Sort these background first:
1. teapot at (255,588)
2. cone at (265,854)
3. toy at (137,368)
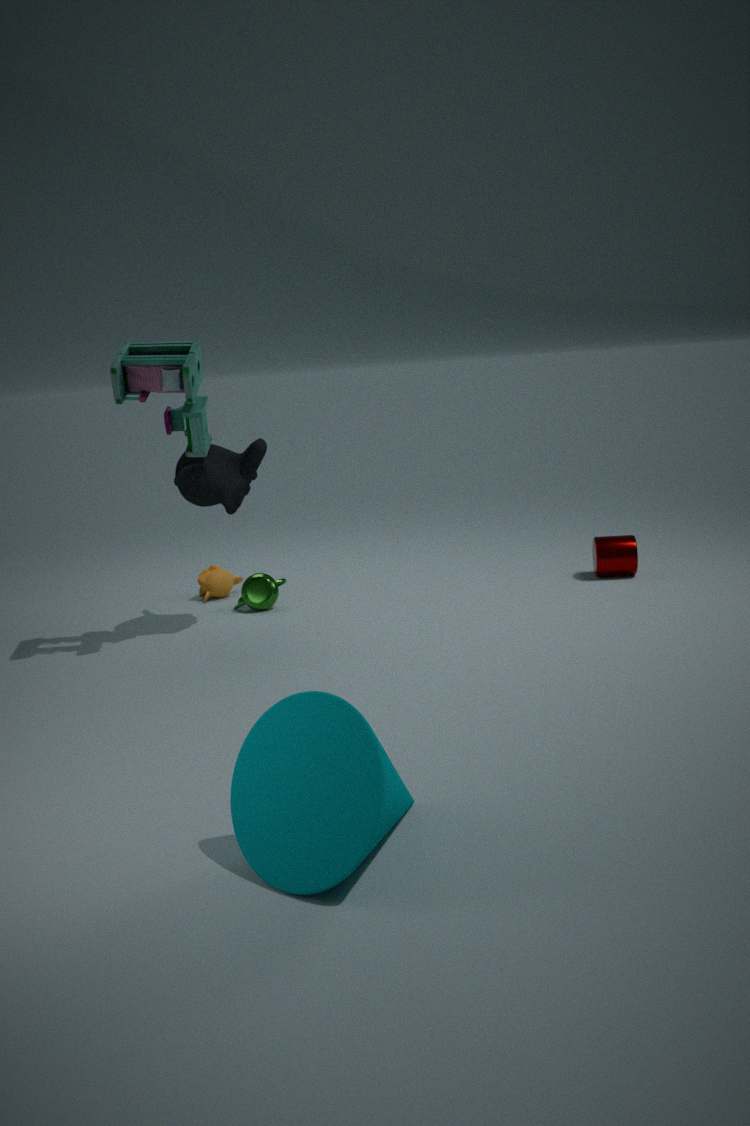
teapot at (255,588), toy at (137,368), cone at (265,854)
